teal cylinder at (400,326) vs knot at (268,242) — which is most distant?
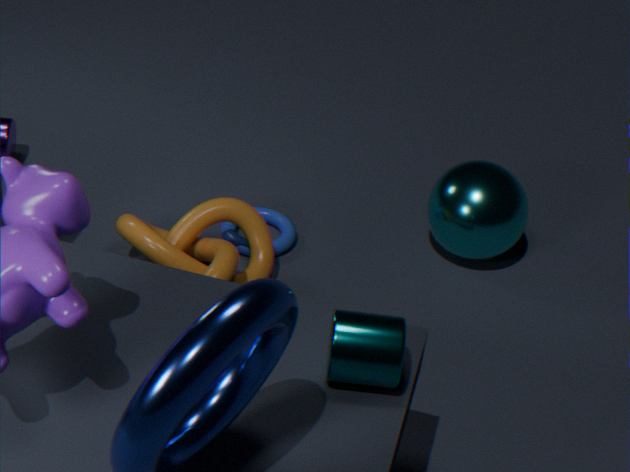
knot at (268,242)
